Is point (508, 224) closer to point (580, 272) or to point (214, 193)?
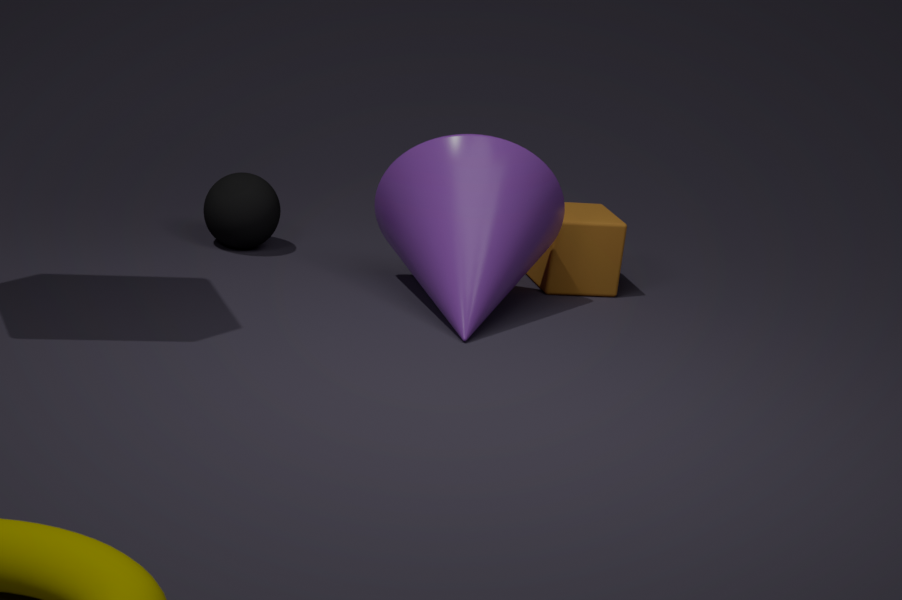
point (580, 272)
